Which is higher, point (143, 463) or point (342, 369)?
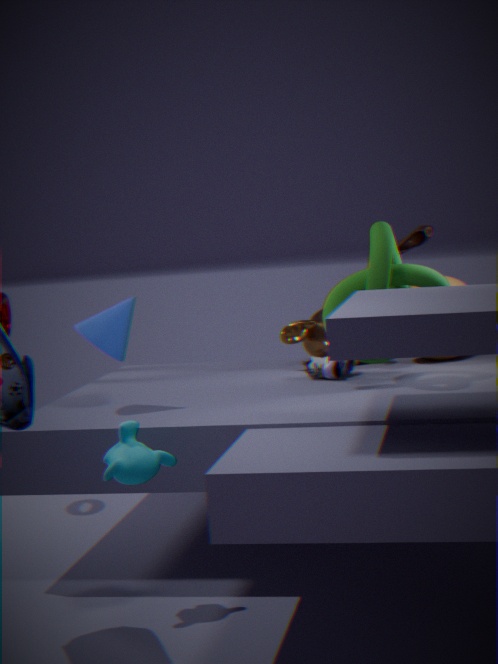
point (342, 369)
